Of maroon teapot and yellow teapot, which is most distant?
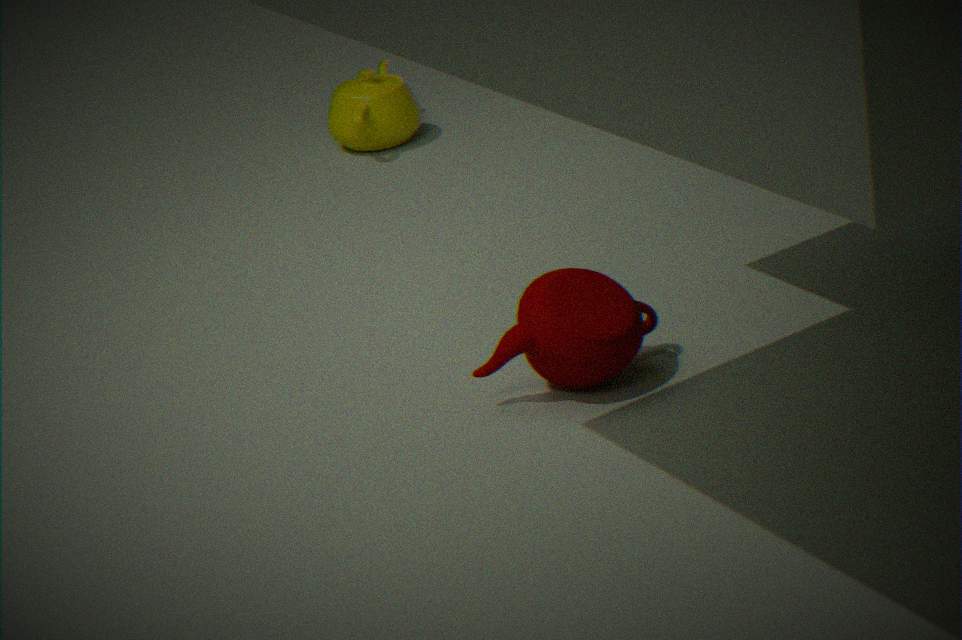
yellow teapot
